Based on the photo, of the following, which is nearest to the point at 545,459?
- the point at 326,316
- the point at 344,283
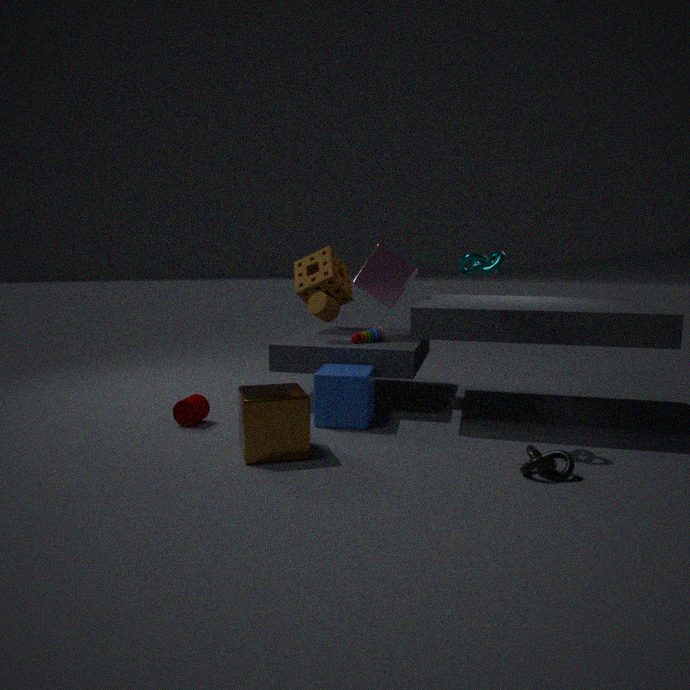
the point at 326,316
